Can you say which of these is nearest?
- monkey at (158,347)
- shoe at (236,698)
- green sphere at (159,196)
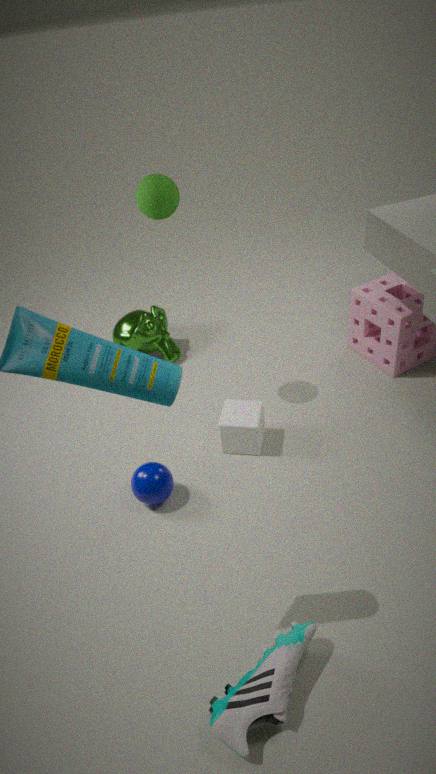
shoe at (236,698)
